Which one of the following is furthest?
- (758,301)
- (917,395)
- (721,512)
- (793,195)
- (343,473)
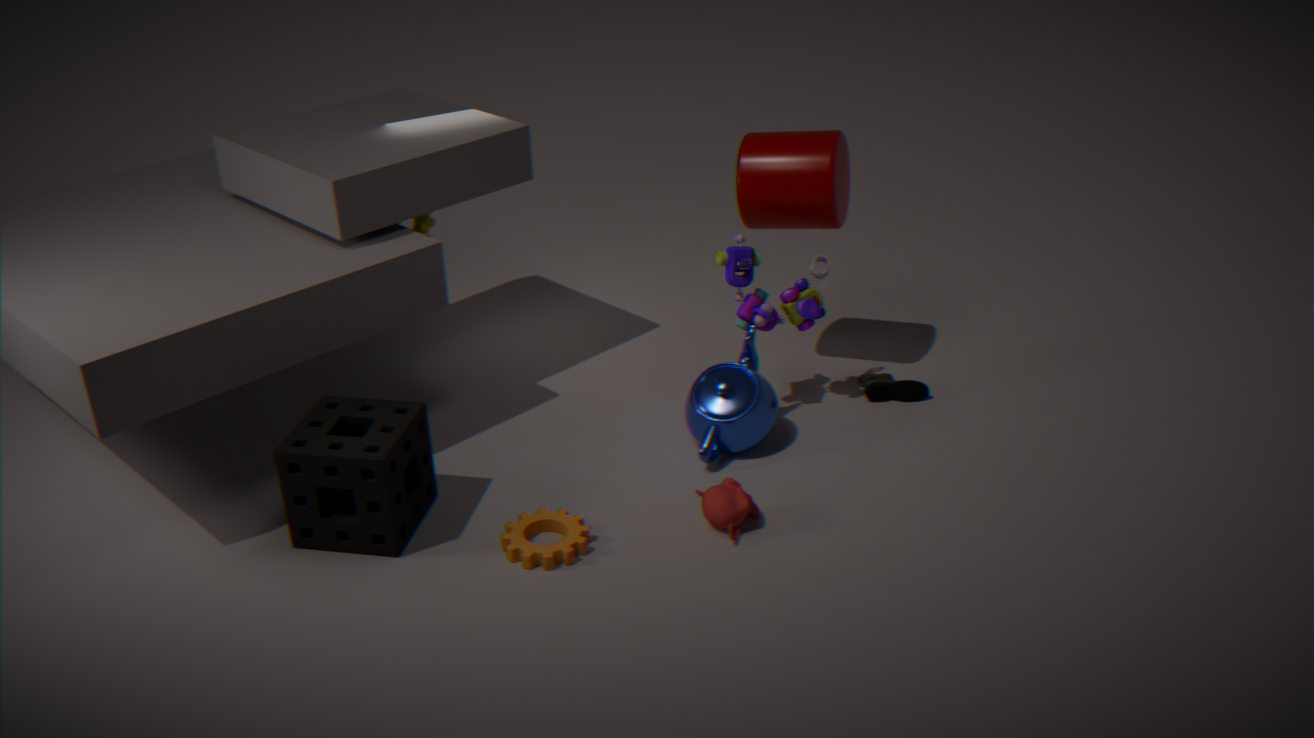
(917,395)
